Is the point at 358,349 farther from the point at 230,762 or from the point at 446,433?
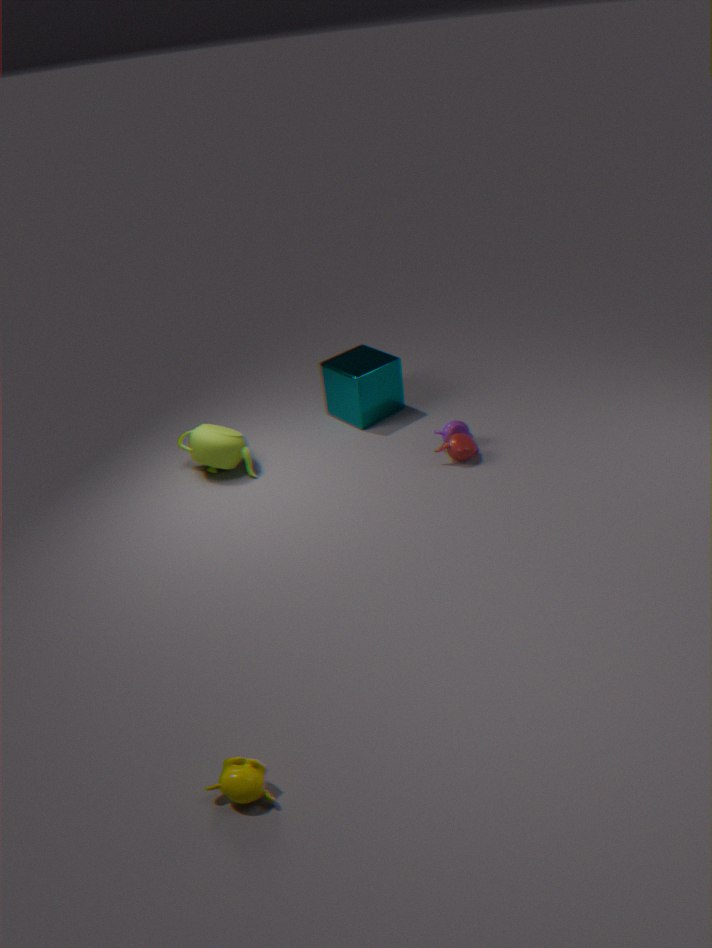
the point at 230,762
